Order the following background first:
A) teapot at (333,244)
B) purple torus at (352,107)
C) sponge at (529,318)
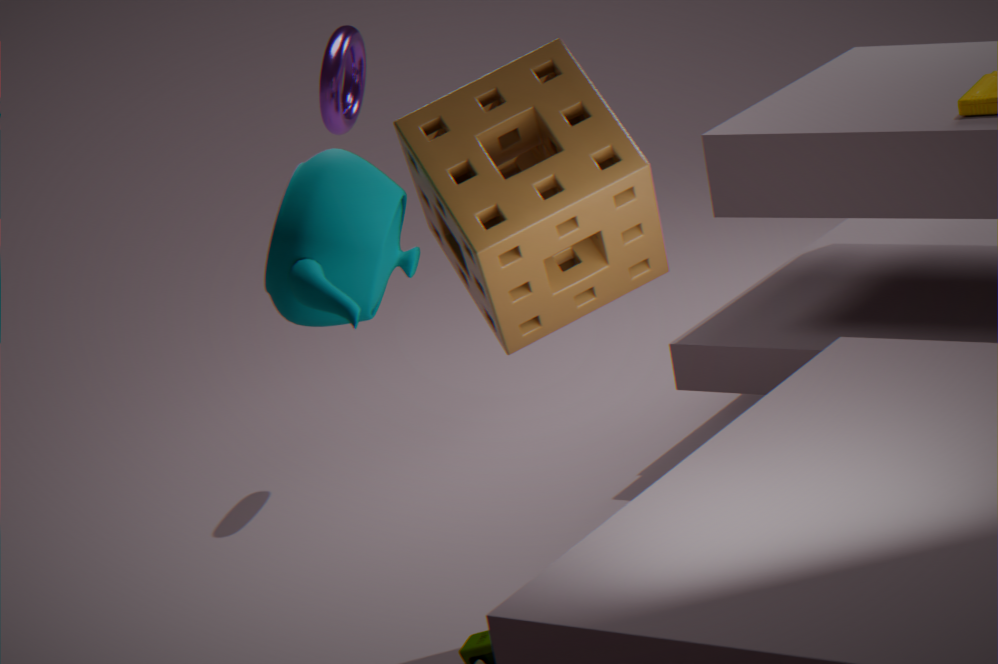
purple torus at (352,107), sponge at (529,318), teapot at (333,244)
